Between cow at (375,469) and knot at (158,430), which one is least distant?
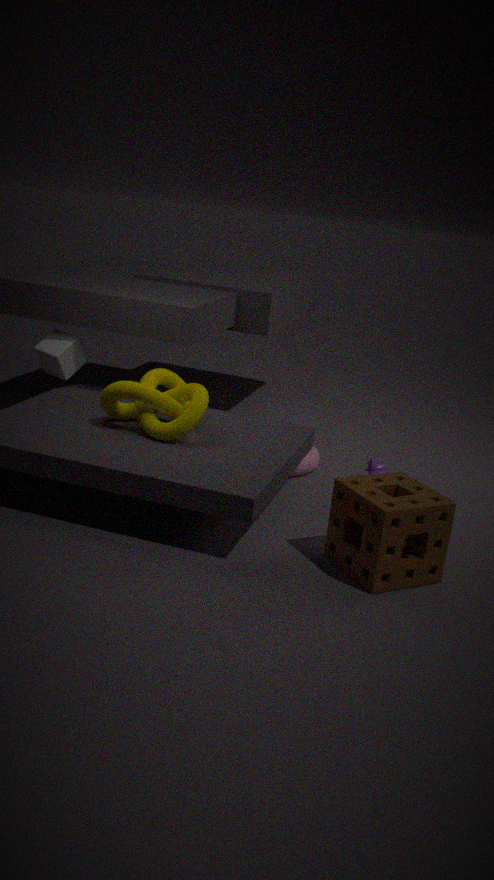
knot at (158,430)
